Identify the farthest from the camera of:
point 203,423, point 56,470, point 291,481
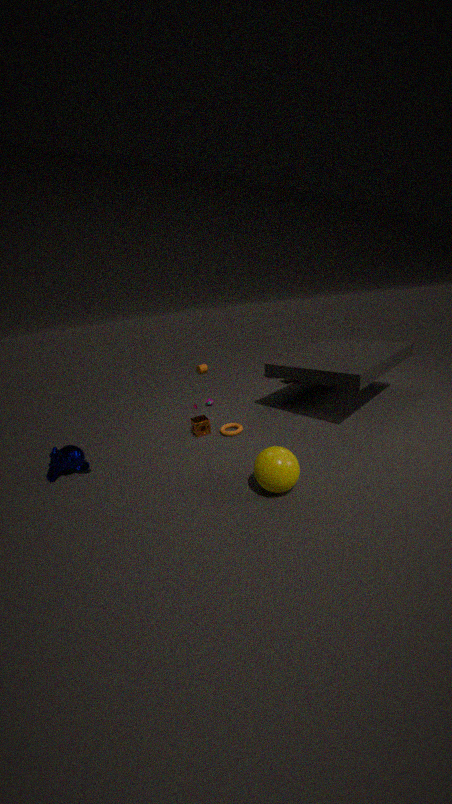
point 203,423
